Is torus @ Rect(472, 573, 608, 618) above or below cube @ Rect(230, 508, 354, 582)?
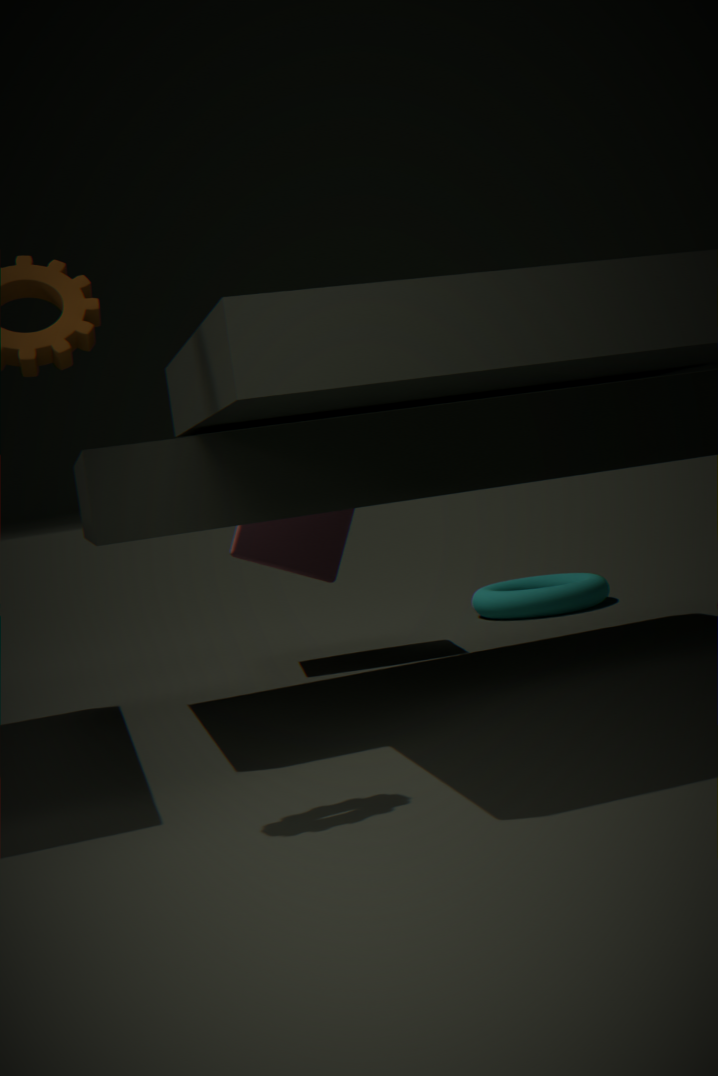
below
